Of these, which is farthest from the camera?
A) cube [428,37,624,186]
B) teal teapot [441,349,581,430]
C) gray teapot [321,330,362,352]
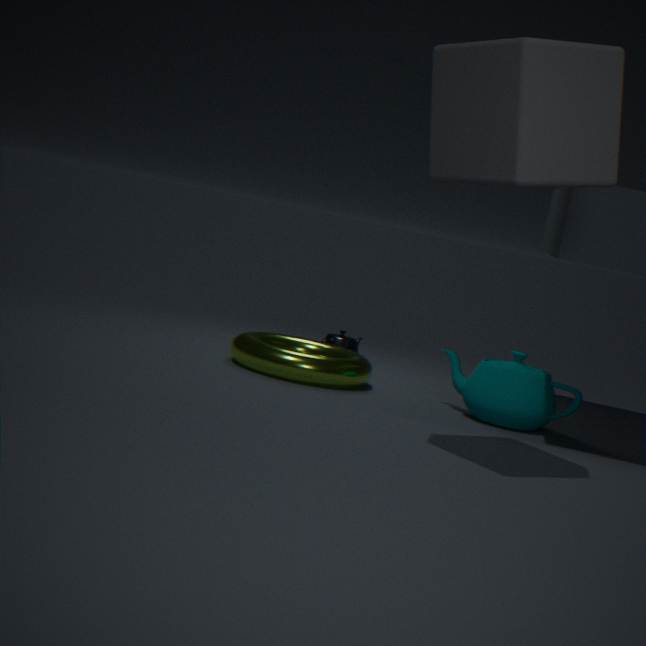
gray teapot [321,330,362,352]
